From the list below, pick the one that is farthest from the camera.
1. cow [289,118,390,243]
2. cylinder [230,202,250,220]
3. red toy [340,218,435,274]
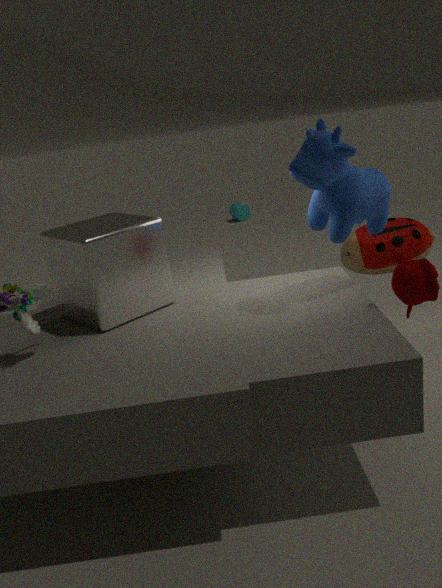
cylinder [230,202,250,220]
